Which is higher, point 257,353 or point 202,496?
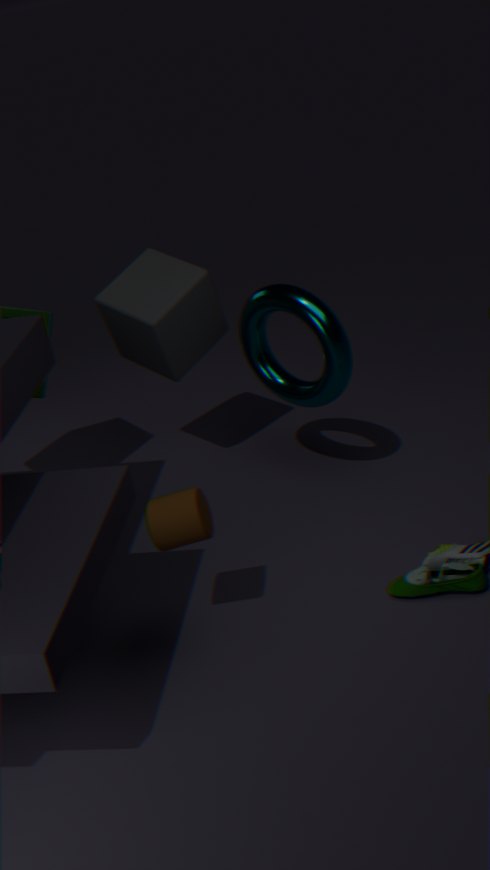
point 257,353
